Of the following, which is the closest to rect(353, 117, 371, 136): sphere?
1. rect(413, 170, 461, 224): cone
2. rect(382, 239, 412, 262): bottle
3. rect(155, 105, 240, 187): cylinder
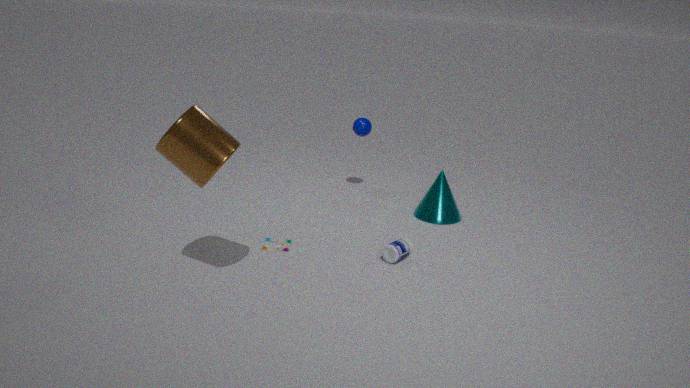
rect(413, 170, 461, 224): cone
